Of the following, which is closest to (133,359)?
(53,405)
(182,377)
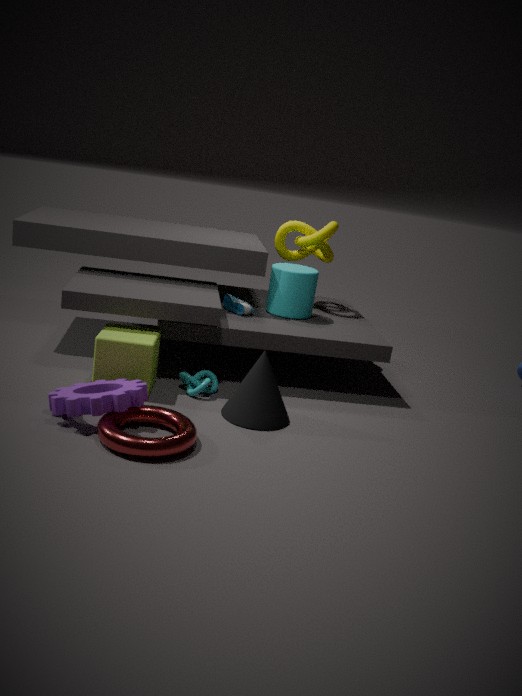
(182,377)
